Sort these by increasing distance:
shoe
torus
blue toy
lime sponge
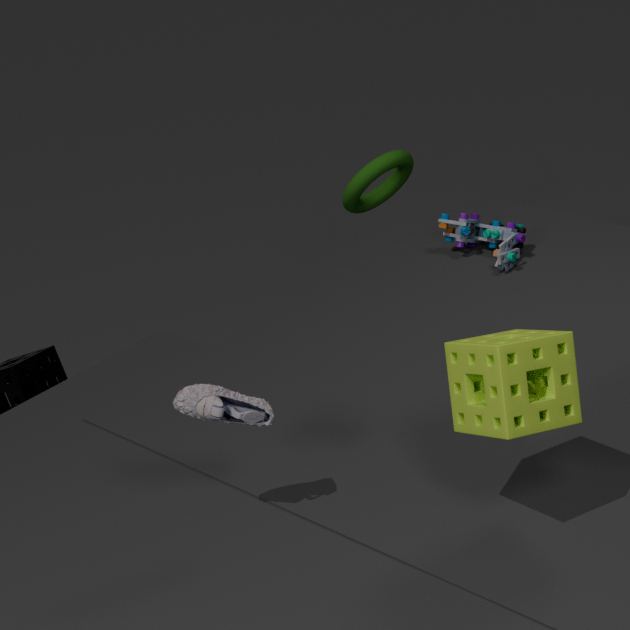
lime sponge, shoe, blue toy, torus
